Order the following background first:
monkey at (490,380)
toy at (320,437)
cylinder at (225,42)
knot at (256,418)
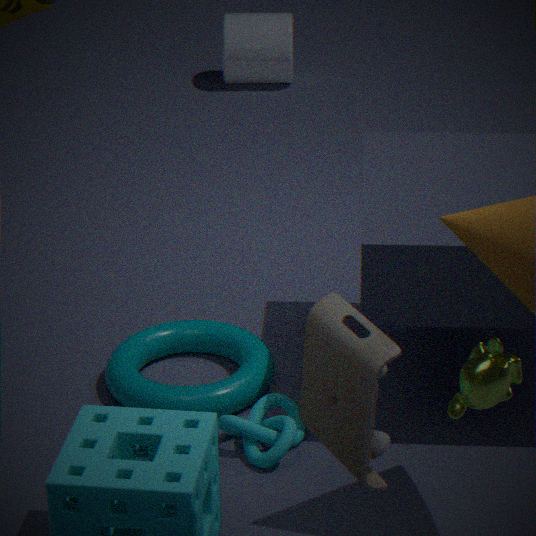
cylinder at (225,42)
knot at (256,418)
monkey at (490,380)
toy at (320,437)
